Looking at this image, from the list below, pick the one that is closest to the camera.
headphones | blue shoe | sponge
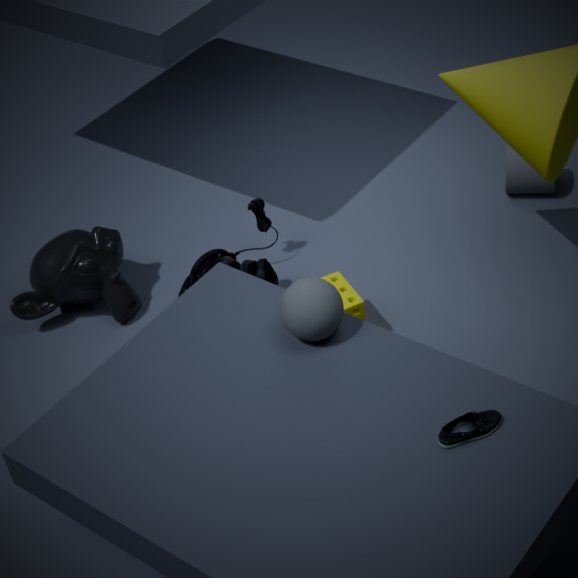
blue shoe
